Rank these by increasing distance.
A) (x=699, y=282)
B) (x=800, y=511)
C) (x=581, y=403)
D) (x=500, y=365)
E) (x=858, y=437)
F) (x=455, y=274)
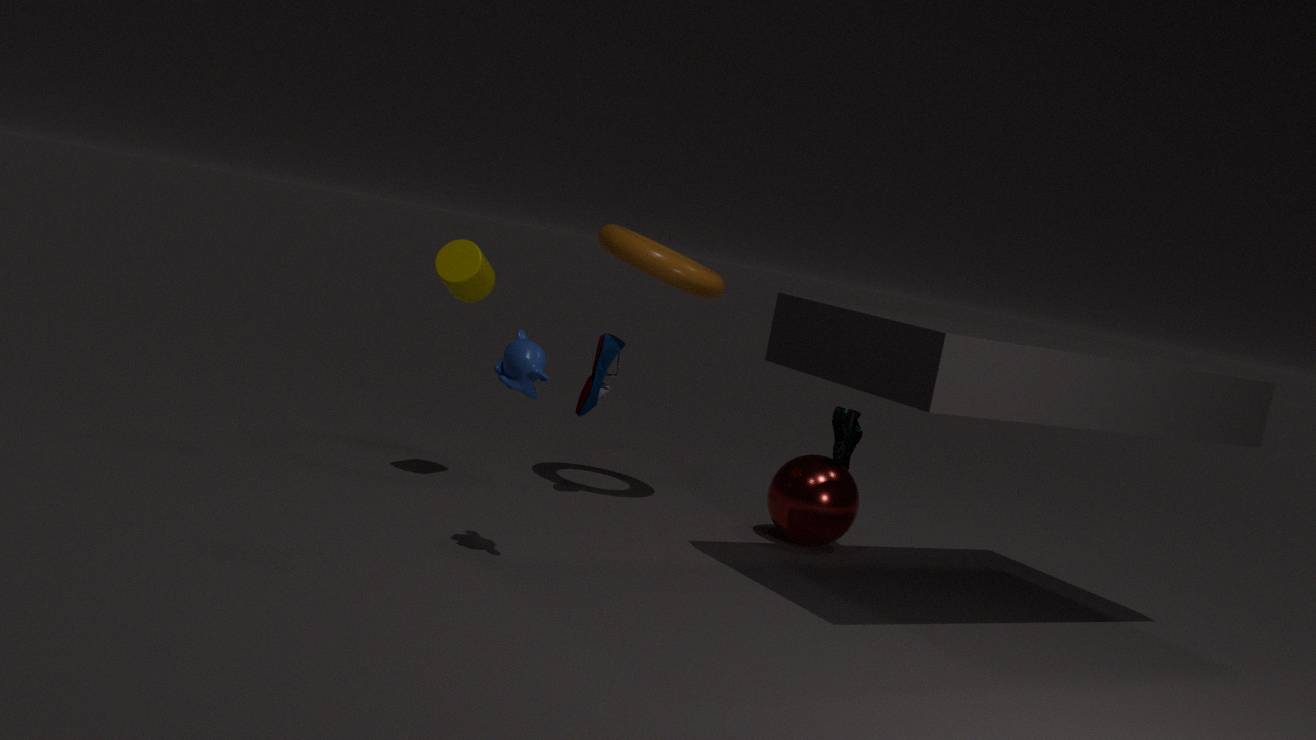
(x=500, y=365), (x=455, y=274), (x=699, y=282), (x=800, y=511), (x=581, y=403), (x=858, y=437)
